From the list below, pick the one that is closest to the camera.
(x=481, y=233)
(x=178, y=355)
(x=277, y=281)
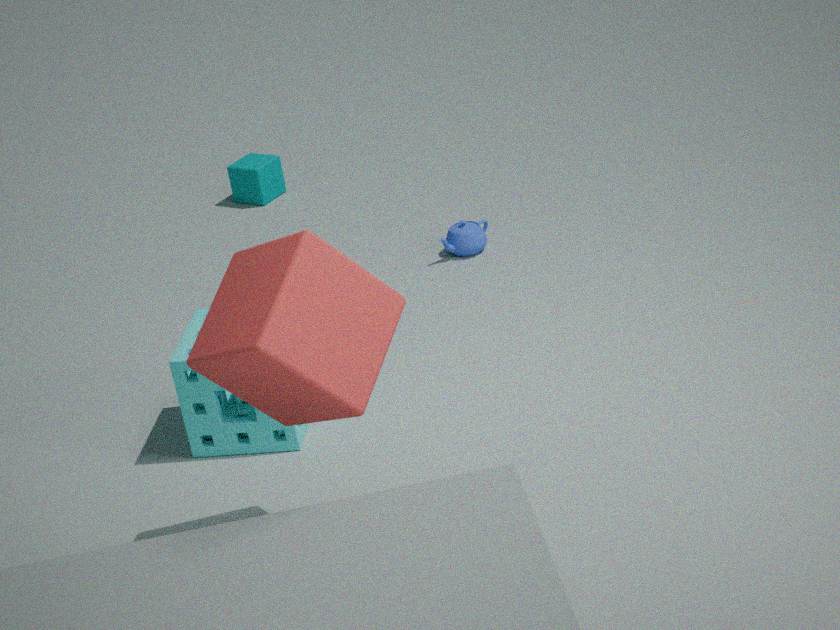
(x=277, y=281)
